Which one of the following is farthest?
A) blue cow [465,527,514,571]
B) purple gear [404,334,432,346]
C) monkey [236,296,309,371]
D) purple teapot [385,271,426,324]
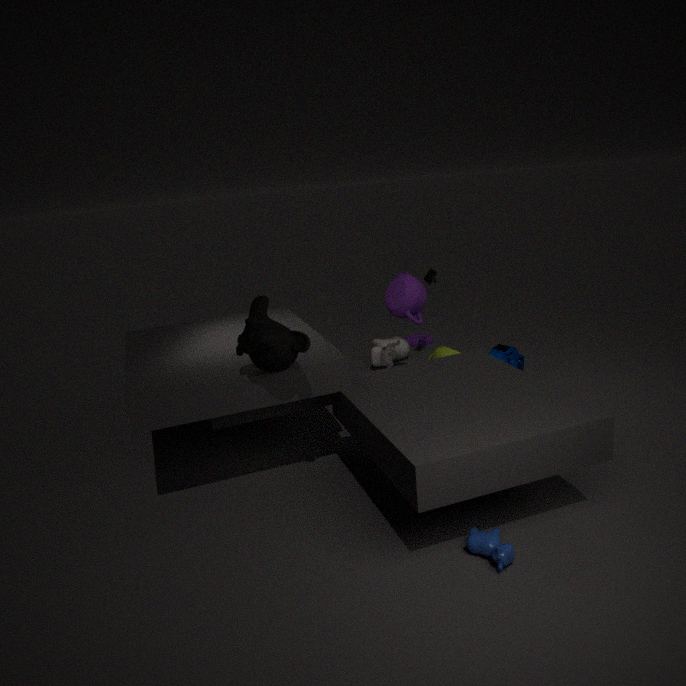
purple gear [404,334,432,346]
